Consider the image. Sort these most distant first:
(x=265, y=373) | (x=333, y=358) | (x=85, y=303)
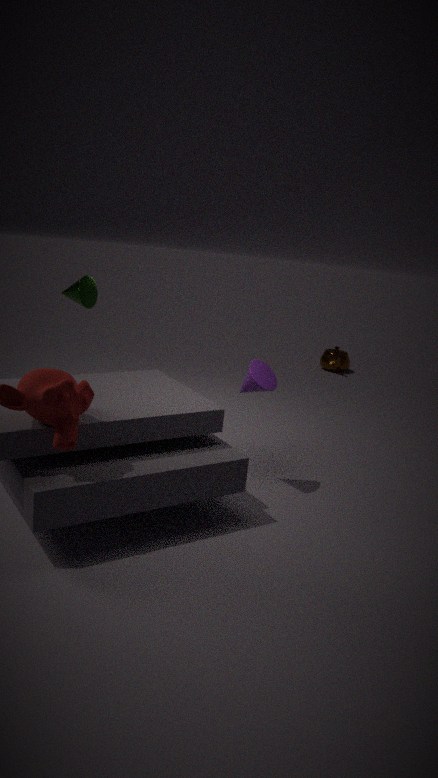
1. (x=333, y=358)
2. (x=85, y=303)
3. (x=265, y=373)
